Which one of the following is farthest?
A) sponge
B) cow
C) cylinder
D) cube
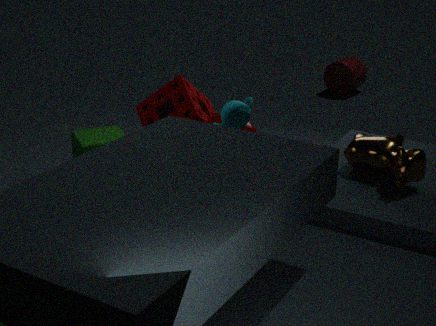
cylinder
